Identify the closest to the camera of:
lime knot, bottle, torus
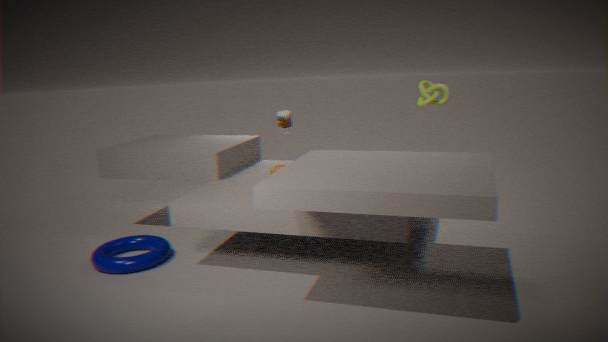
torus
